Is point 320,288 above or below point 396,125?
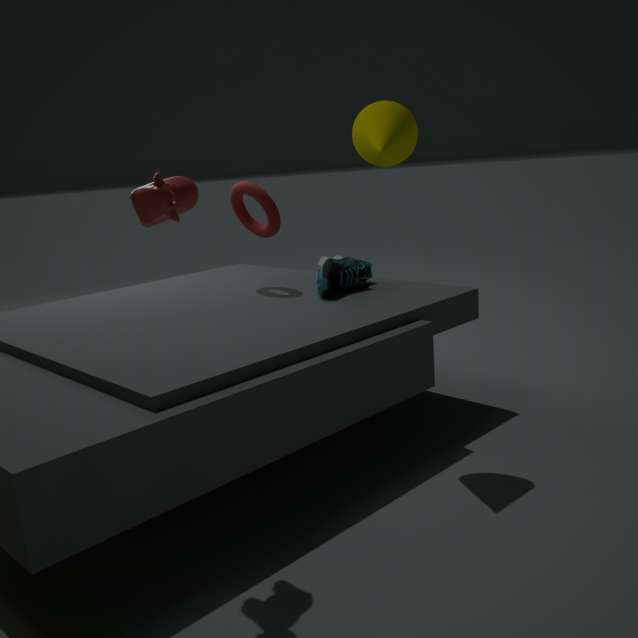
below
